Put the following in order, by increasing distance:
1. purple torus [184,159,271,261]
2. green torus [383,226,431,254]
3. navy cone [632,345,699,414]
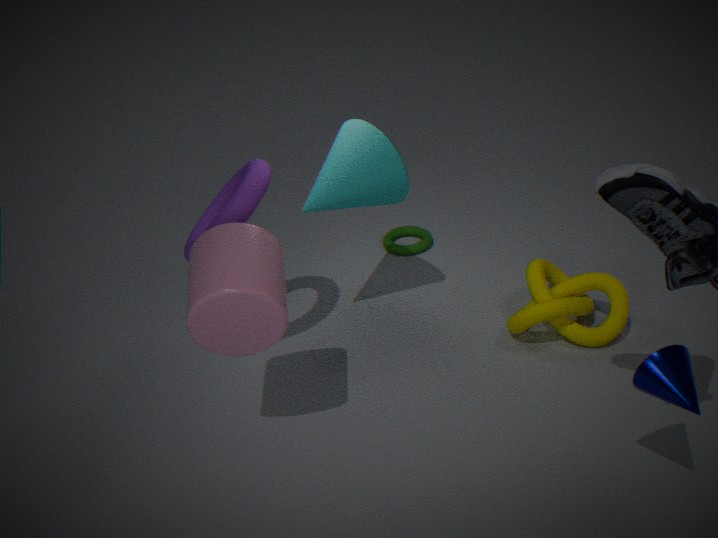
navy cone [632,345,699,414]
purple torus [184,159,271,261]
green torus [383,226,431,254]
